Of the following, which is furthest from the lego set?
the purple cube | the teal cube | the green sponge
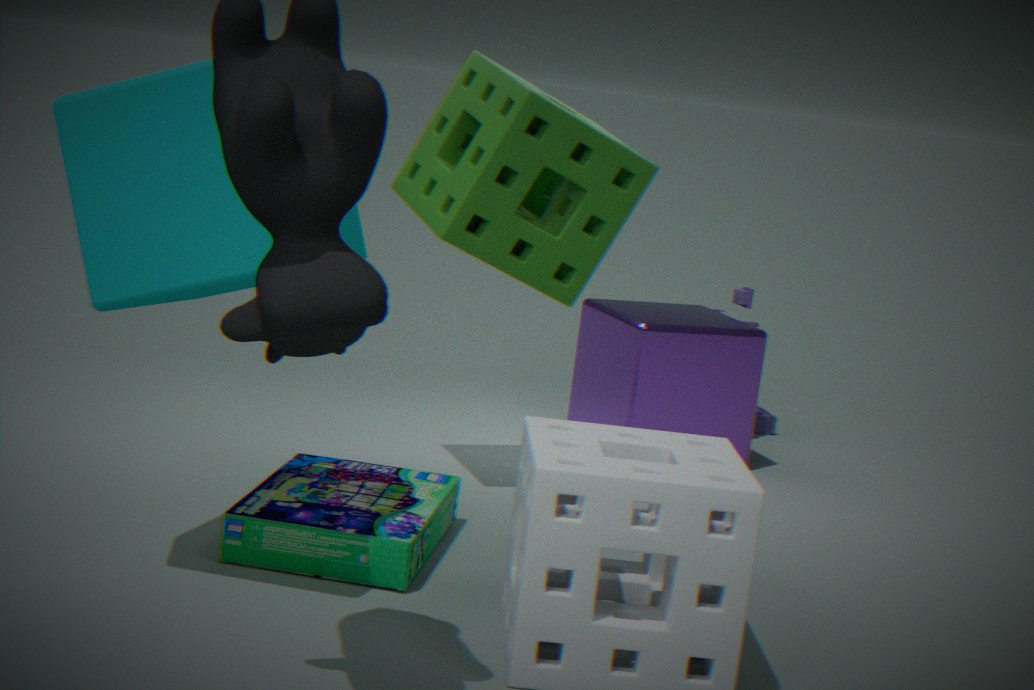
the purple cube
